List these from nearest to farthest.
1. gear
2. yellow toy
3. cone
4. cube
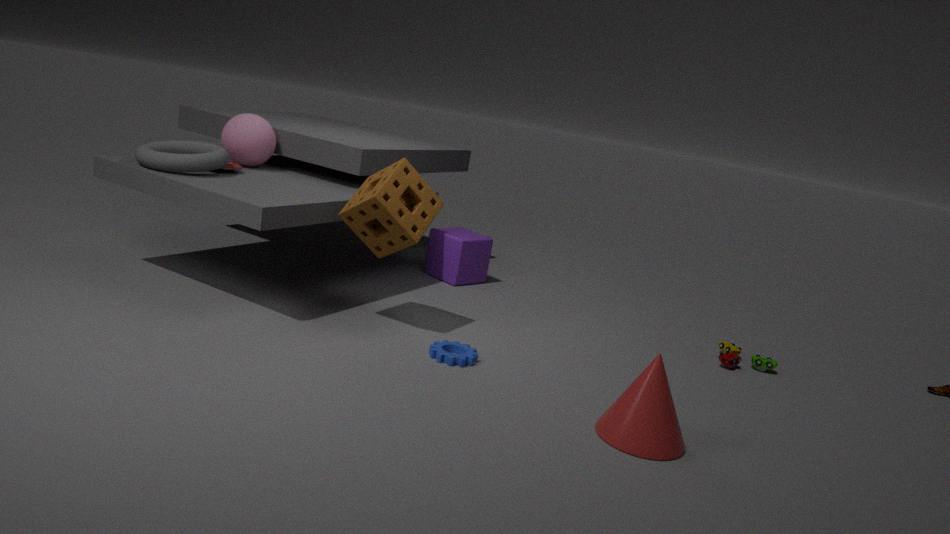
cone < gear < yellow toy < cube
